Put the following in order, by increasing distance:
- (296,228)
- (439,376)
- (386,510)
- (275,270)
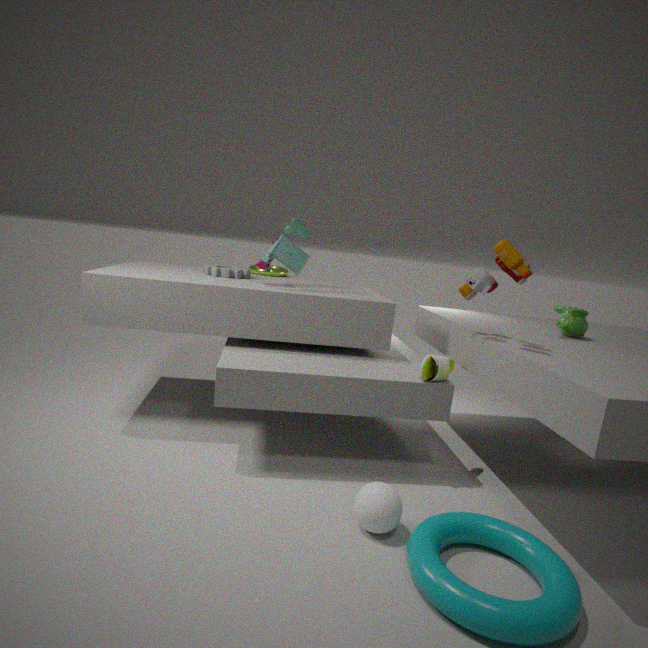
1. (386,510)
2. (439,376)
3. (296,228)
4. (275,270)
